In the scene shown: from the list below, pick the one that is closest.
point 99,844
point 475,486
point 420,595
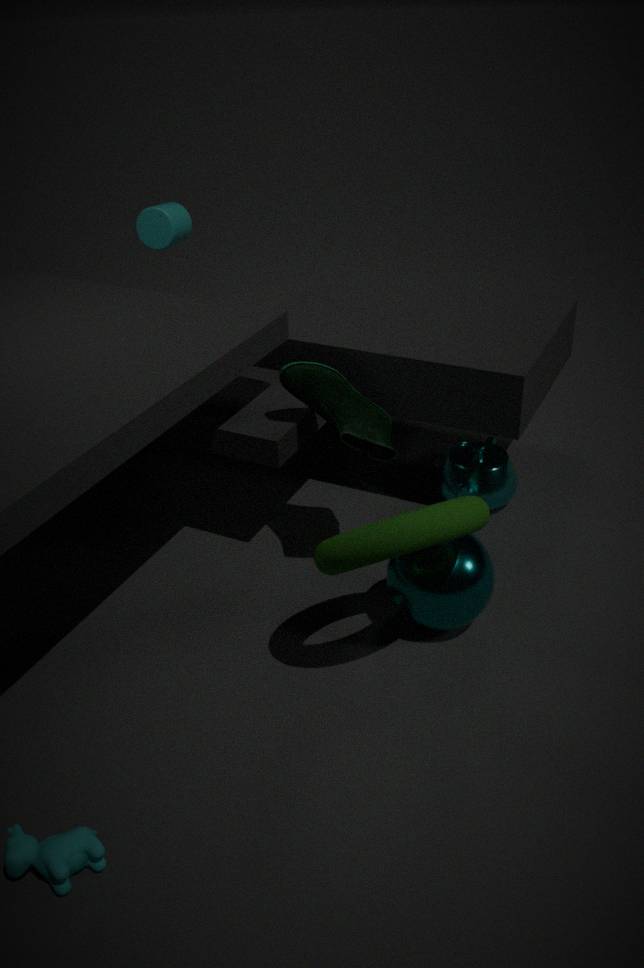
point 99,844
